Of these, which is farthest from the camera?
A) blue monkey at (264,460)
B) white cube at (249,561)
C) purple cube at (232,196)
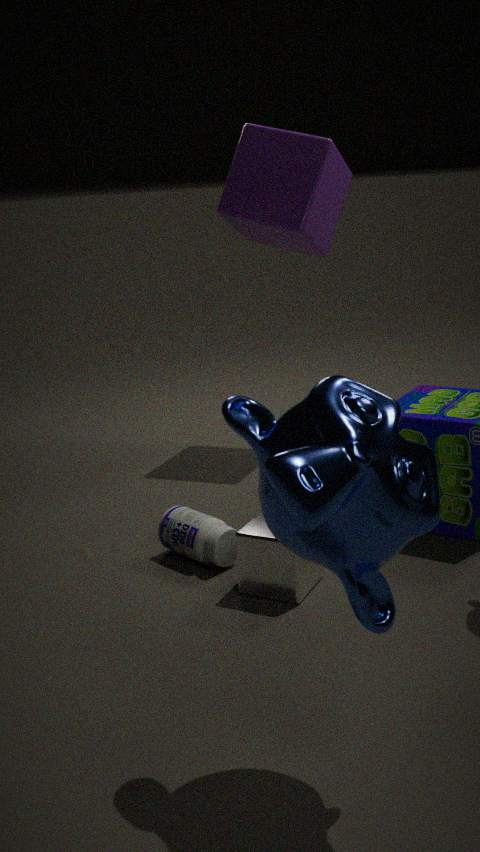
purple cube at (232,196)
